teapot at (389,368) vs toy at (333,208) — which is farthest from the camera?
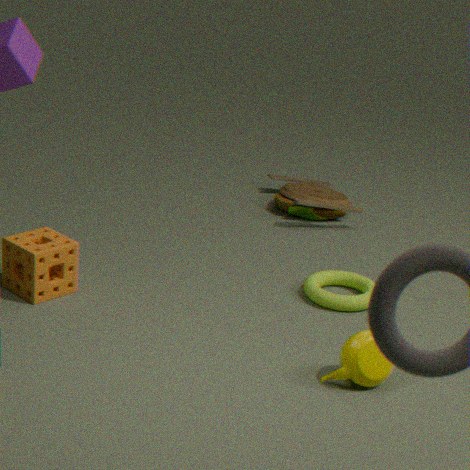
toy at (333,208)
